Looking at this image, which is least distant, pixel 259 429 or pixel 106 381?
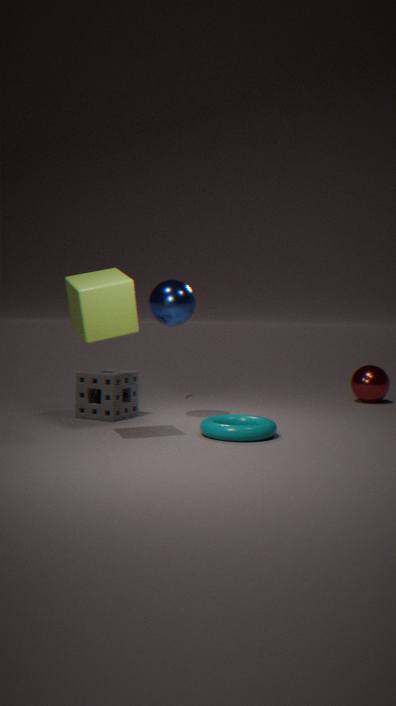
pixel 259 429
